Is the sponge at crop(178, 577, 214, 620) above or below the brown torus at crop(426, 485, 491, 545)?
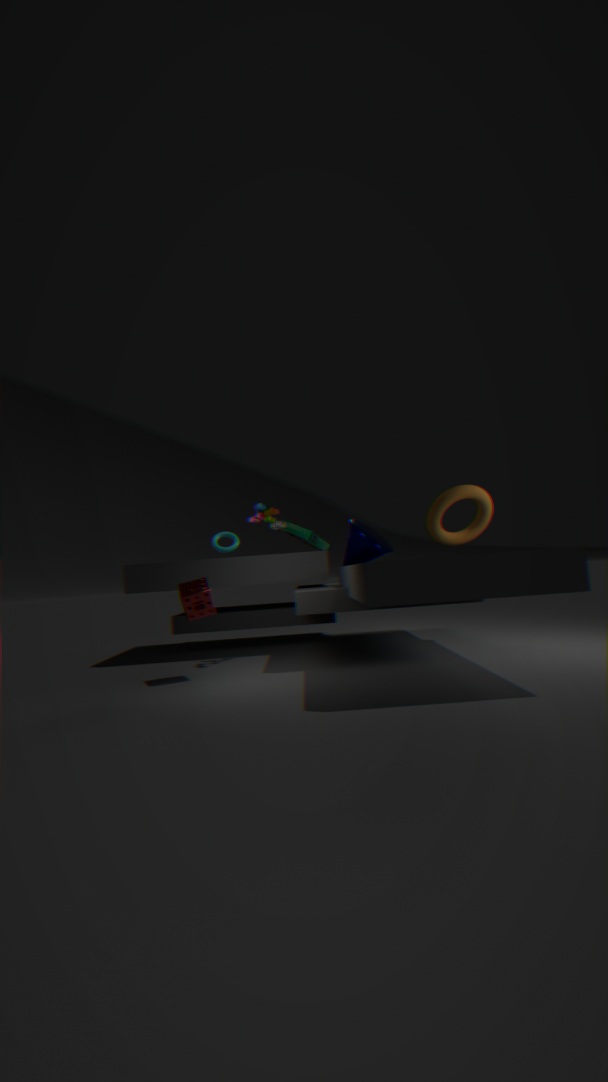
below
